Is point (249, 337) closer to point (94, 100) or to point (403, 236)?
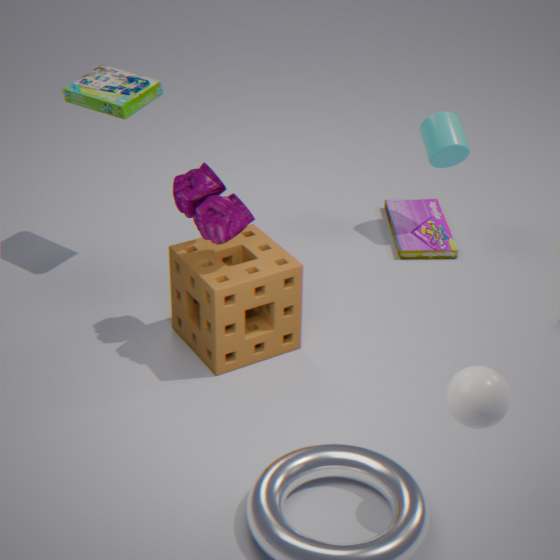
point (94, 100)
